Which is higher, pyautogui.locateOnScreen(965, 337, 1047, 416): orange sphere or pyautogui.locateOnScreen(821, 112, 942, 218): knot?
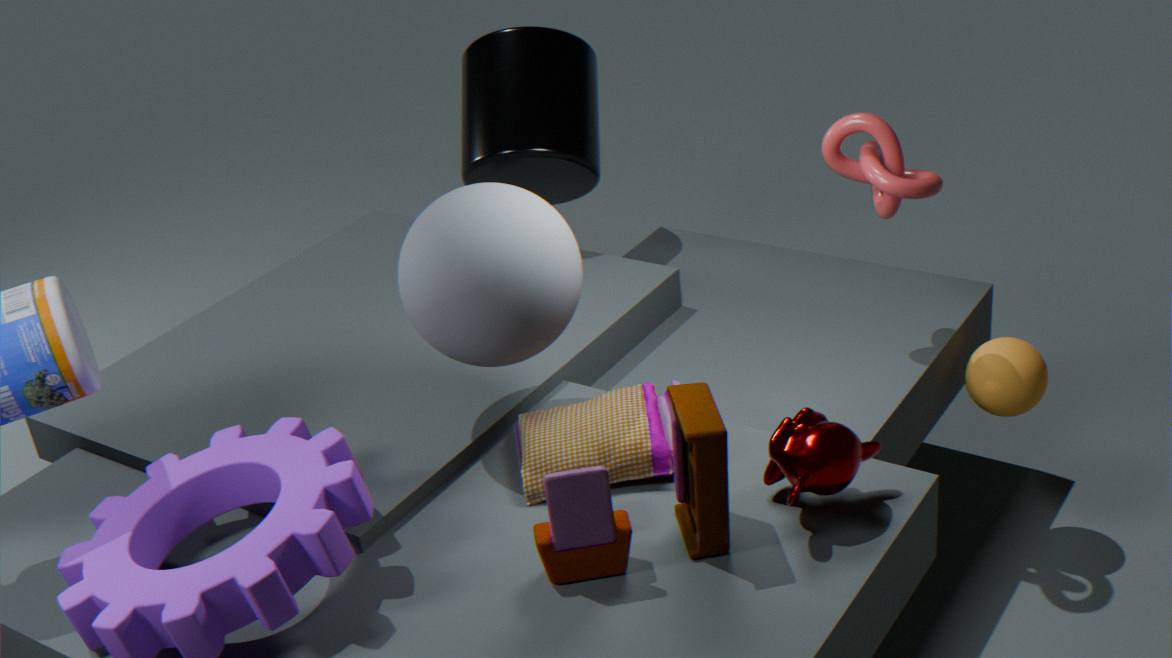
pyautogui.locateOnScreen(821, 112, 942, 218): knot
